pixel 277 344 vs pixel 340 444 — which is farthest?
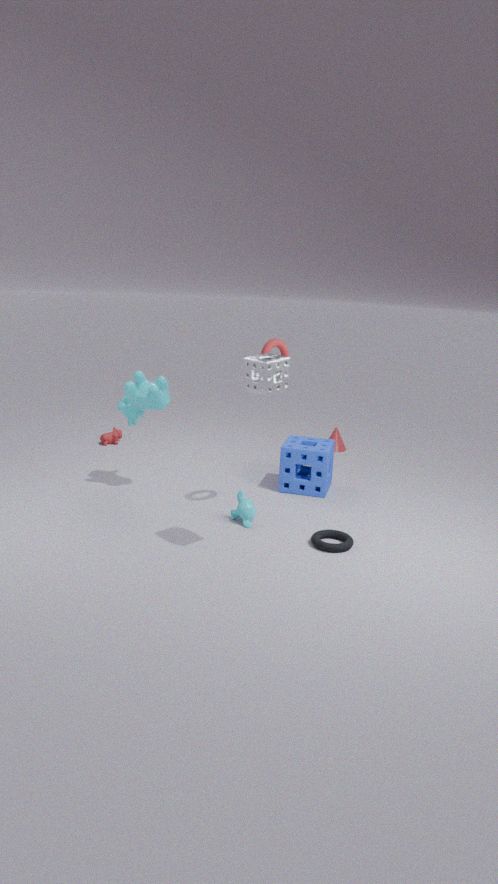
pixel 340 444
